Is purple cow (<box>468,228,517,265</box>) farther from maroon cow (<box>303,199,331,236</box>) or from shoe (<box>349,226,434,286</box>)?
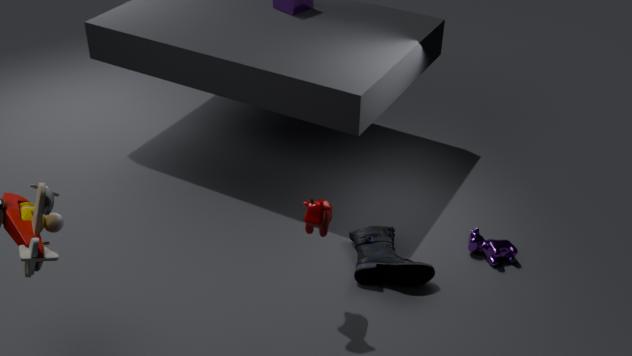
maroon cow (<box>303,199,331,236</box>)
